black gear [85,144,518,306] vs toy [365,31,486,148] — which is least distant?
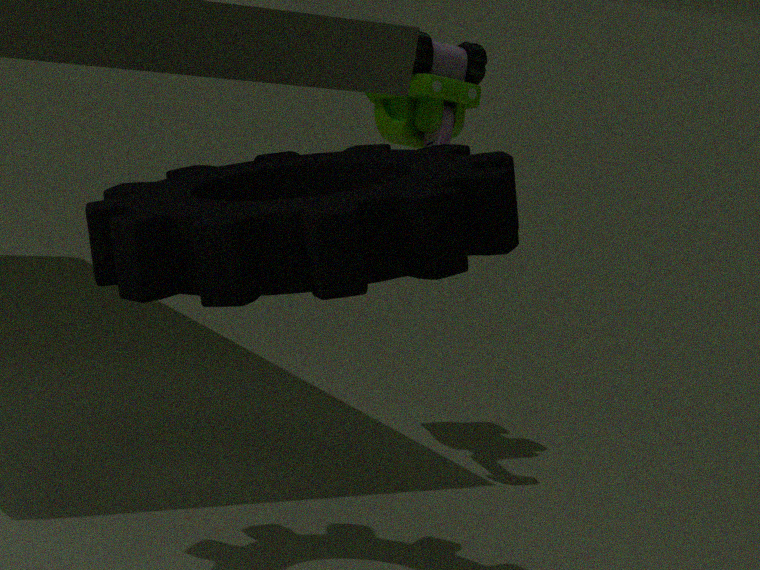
black gear [85,144,518,306]
